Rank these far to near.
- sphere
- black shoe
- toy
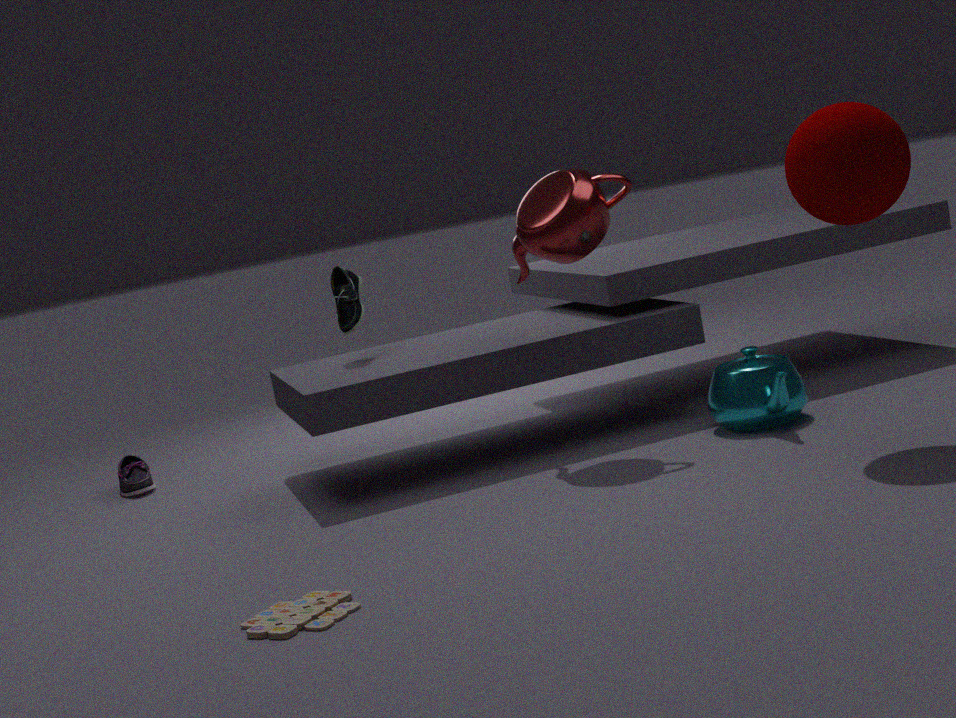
black shoe → sphere → toy
